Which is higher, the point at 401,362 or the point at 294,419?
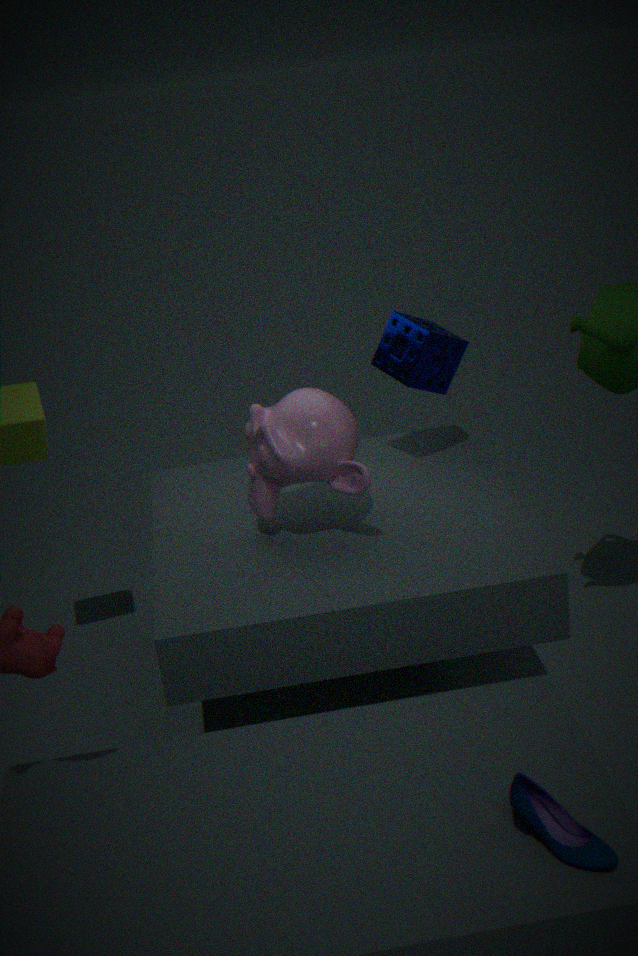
the point at 401,362
